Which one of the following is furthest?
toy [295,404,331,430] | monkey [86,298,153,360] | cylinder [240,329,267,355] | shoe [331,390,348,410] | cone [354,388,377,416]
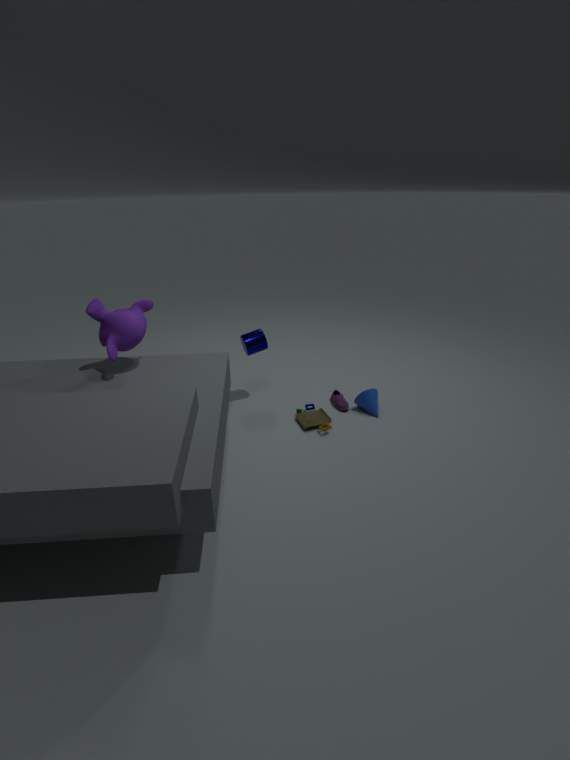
shoe [331,390,348,410]
